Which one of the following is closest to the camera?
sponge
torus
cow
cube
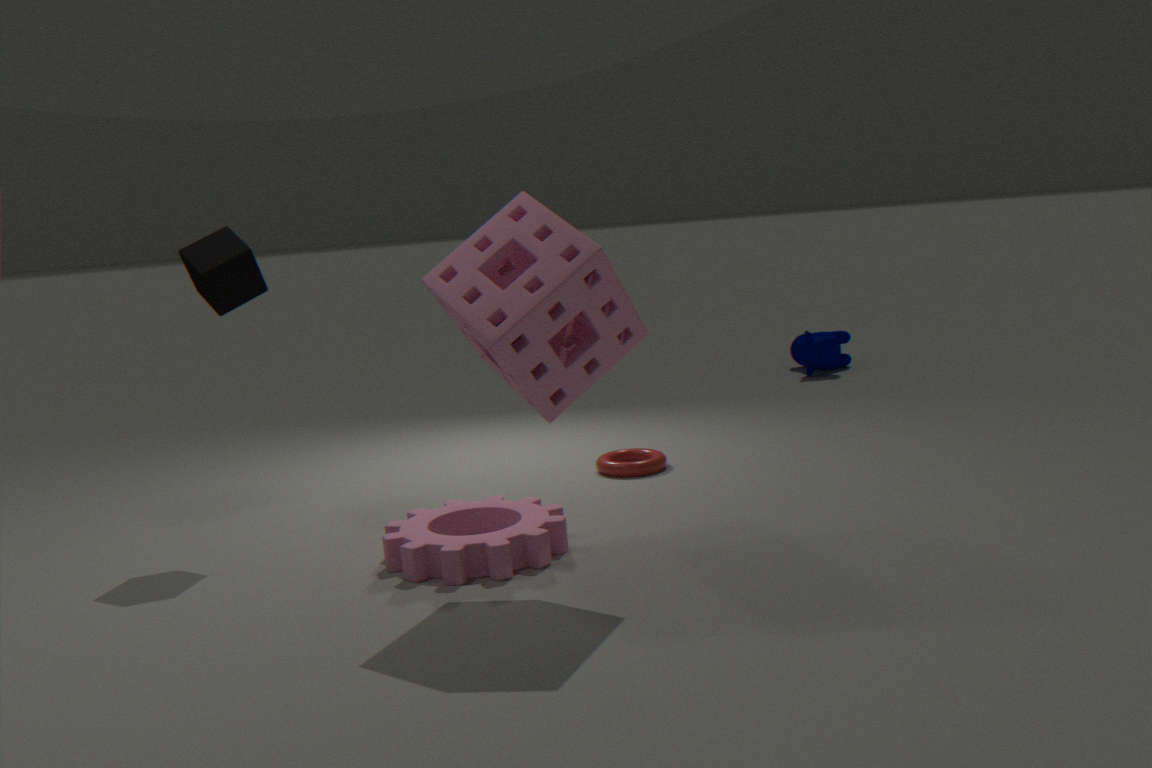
sponge
